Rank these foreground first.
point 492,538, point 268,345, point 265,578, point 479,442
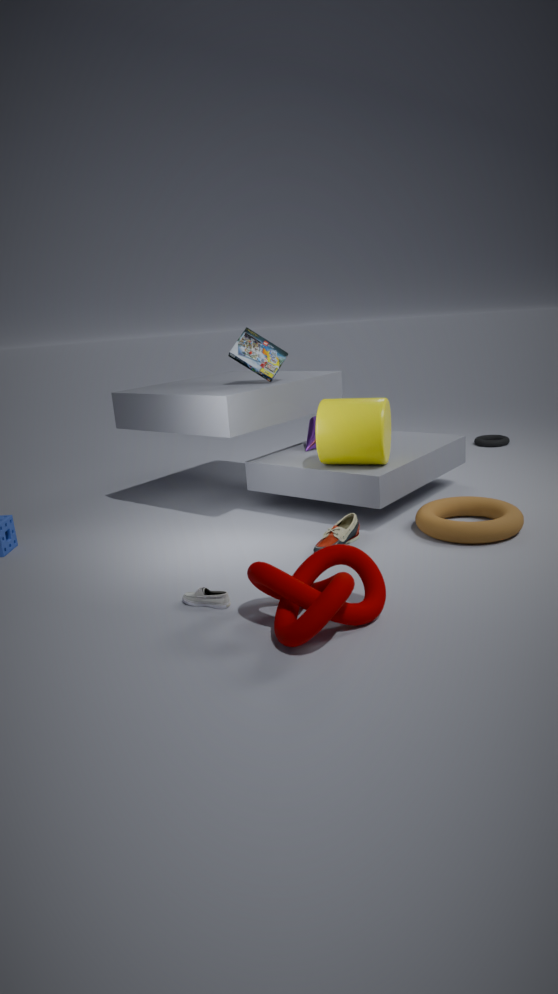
point 265,578
point 492,538
point 268,345
point 479,442
